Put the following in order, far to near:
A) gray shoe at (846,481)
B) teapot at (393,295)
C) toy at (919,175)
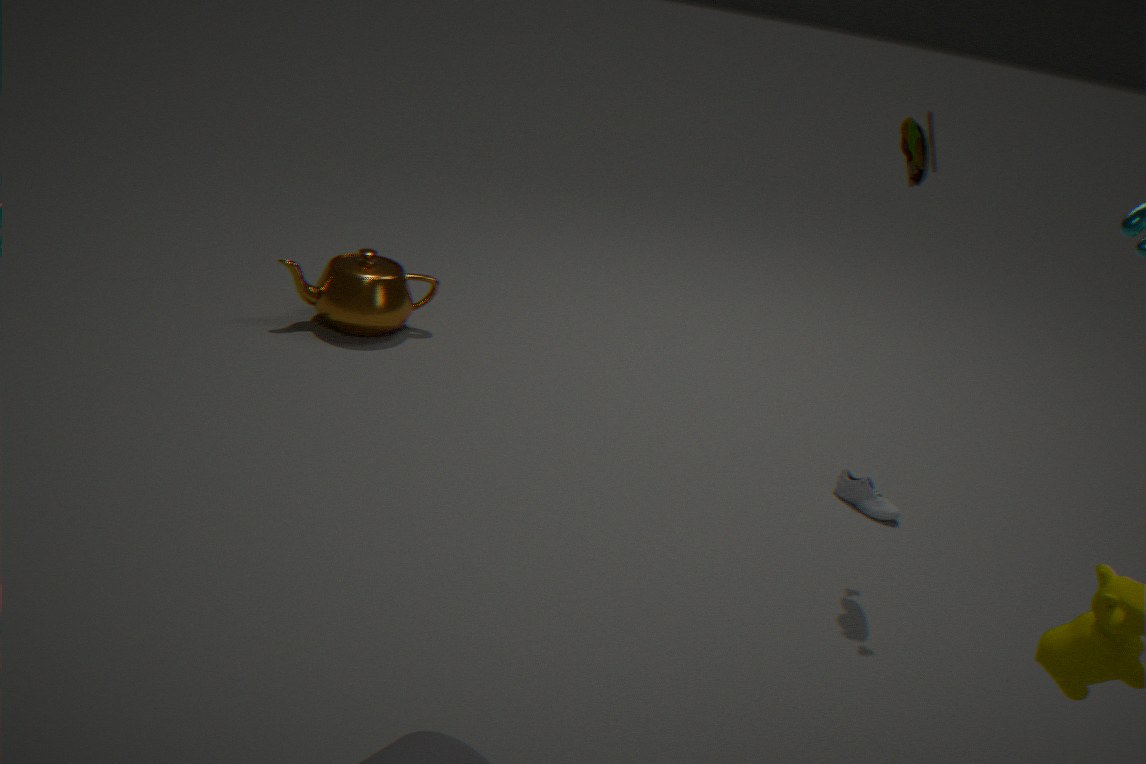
1. teapot at (393,295)
2. gray shoe at (846,481)
3. toy at (919,175)
